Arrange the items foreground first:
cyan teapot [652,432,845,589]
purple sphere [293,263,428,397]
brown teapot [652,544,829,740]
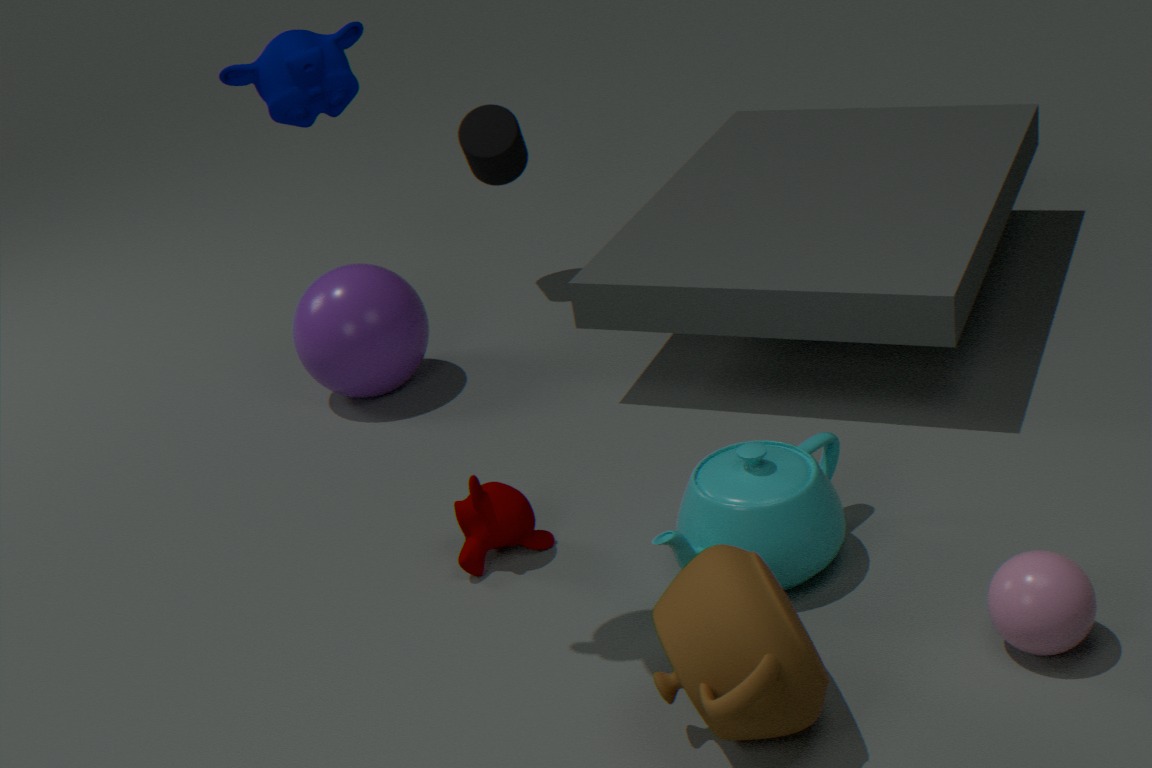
brown teapot [652,544,829,740]
cyan teapot [652,432,845,589]
purple sphere [293,263,428,397]
